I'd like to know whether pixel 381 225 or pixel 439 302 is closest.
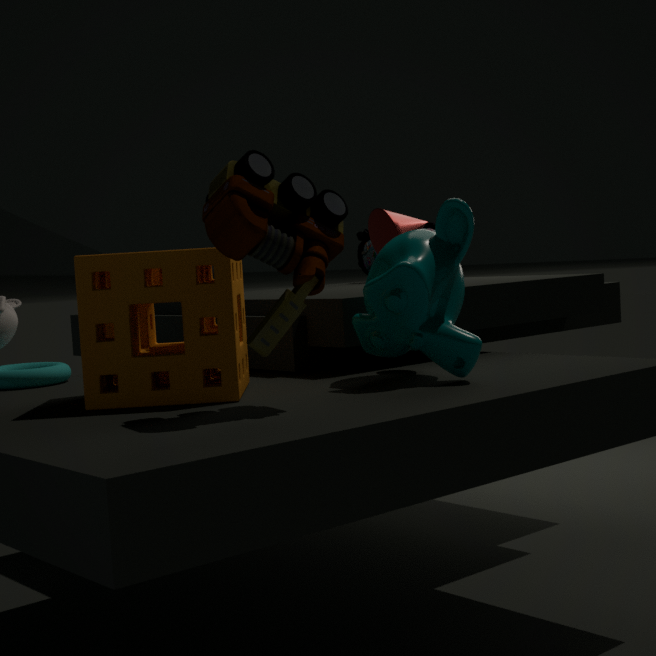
pixel 439 302
